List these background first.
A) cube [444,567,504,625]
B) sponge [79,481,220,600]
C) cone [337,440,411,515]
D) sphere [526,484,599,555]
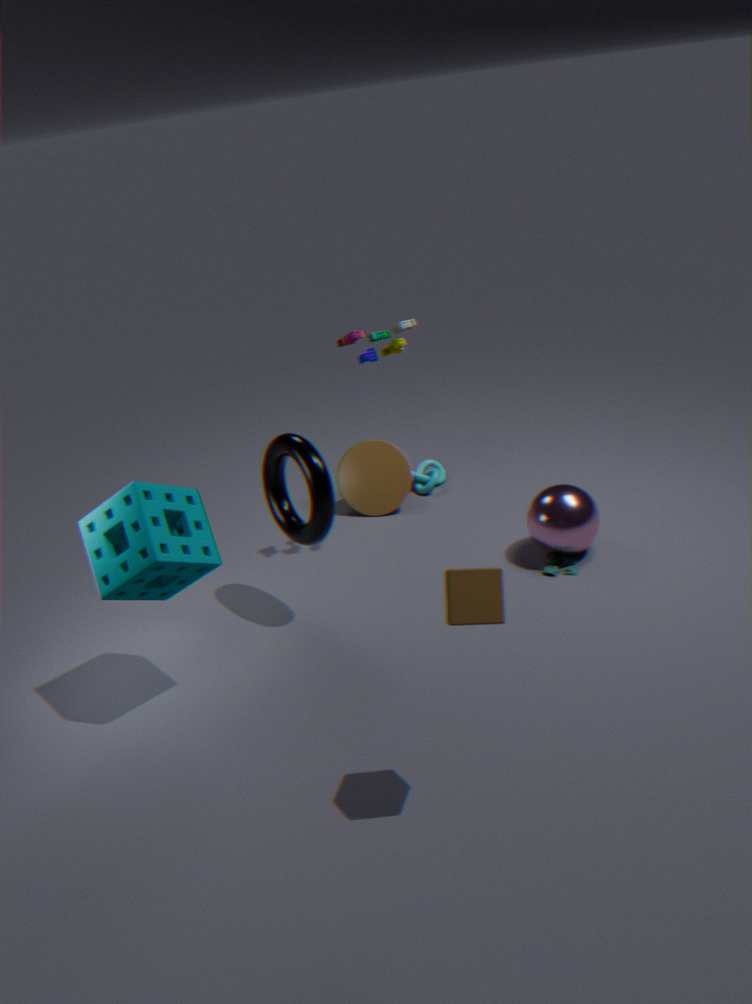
cone [337,440,411,515]
sphere [526,484,599,555]
sponge [79,481,220,600]
cube [444,567,504,625]
